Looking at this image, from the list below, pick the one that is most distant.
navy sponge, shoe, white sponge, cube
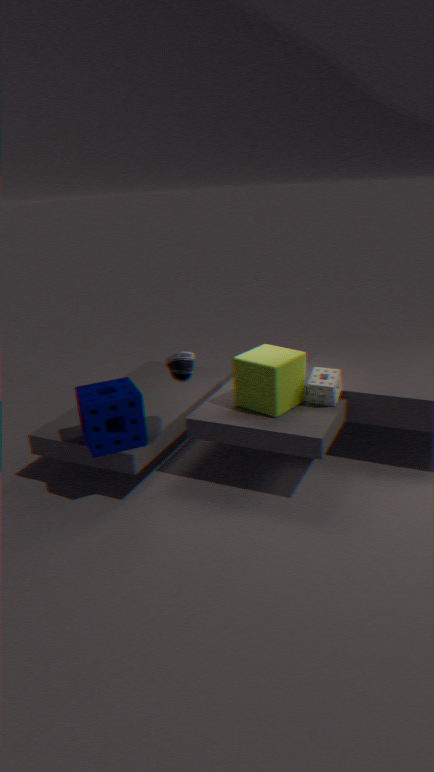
white sponge
